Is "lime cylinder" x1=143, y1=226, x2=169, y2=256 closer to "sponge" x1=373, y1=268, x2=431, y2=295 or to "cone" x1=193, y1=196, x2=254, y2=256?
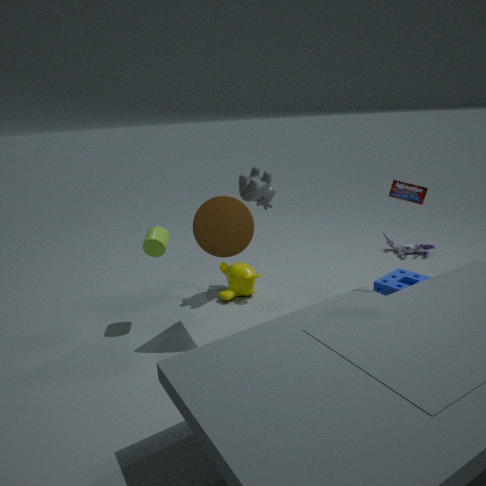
"cone" x1=193, y1=196, x2=254, y2=256
